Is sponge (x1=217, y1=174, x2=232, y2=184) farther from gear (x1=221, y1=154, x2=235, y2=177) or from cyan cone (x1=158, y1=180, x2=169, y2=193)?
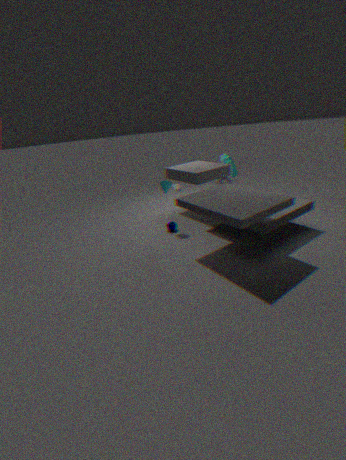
gear (x1=221, y1=154, x2=235, y2=177)
